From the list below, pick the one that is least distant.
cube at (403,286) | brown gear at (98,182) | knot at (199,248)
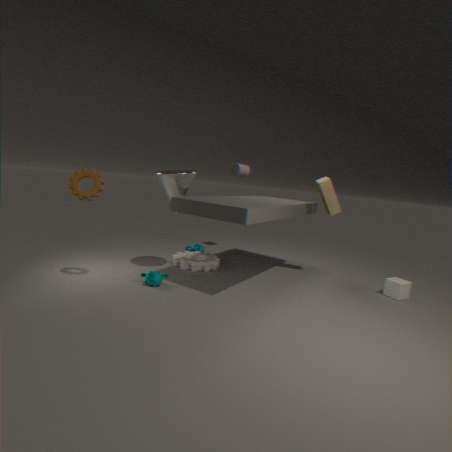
brown gear at (98,182)
